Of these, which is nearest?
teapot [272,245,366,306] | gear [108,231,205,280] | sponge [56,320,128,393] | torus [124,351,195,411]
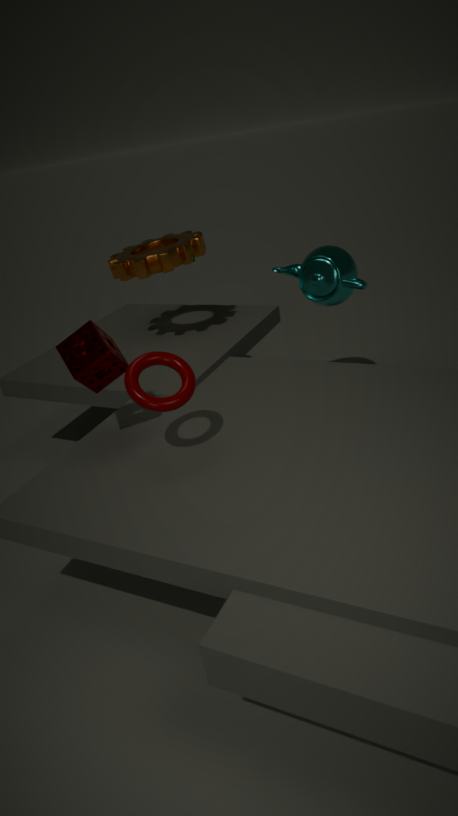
torus [124,351,195,411]
